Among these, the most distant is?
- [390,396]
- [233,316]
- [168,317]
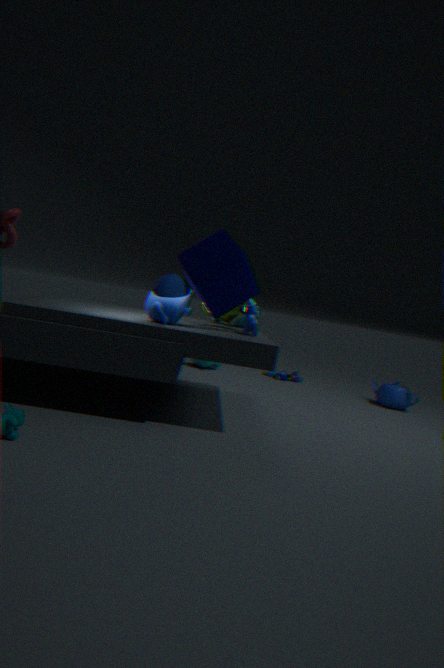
[390,396]
